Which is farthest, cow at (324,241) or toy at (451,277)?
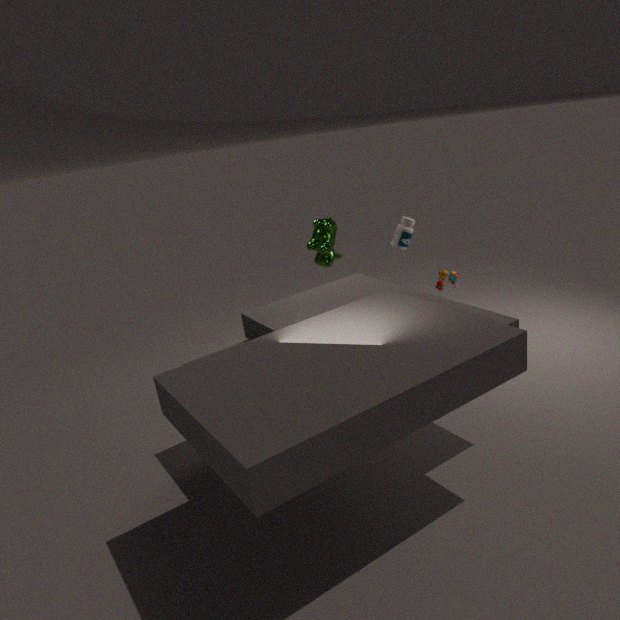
toy at (451,277)
